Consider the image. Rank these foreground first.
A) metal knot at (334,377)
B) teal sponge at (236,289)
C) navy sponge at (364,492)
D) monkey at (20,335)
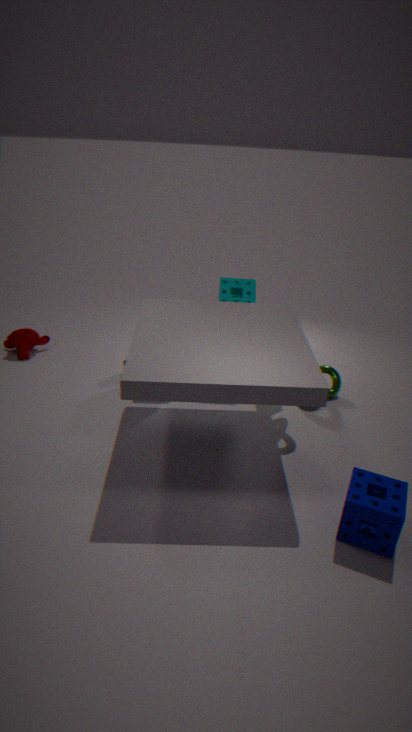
navy sponge at (364,492), teal sponge at (236,289), metal knot at (334,377), monkey at (20,335)
